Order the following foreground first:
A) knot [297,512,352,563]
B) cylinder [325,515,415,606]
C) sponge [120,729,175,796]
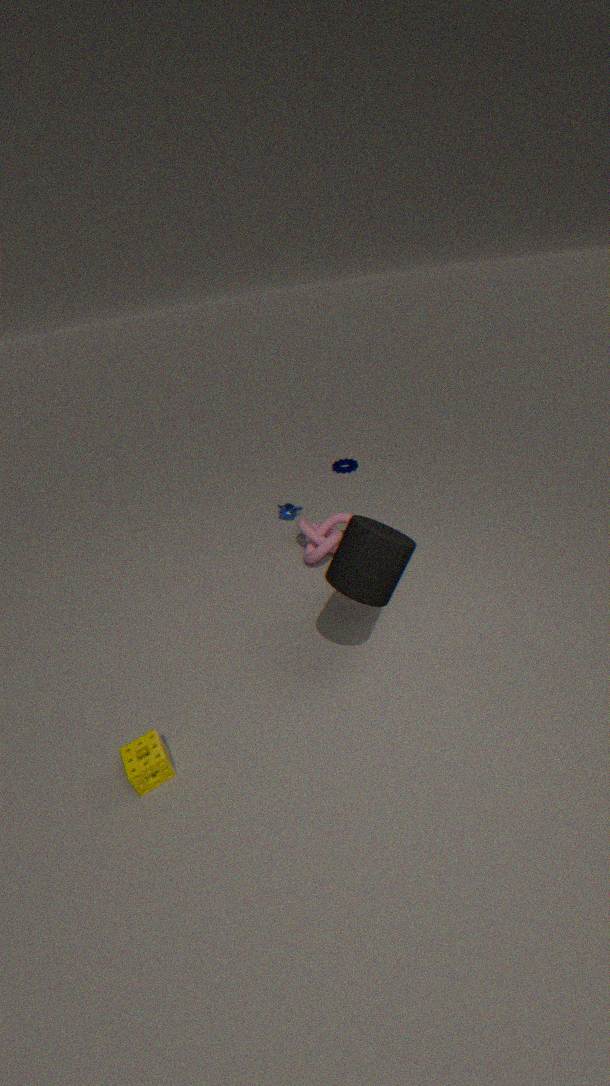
sponge [120,729,175,796]
cylinder [325,515,415,606]
knot [297,512,352,563]
